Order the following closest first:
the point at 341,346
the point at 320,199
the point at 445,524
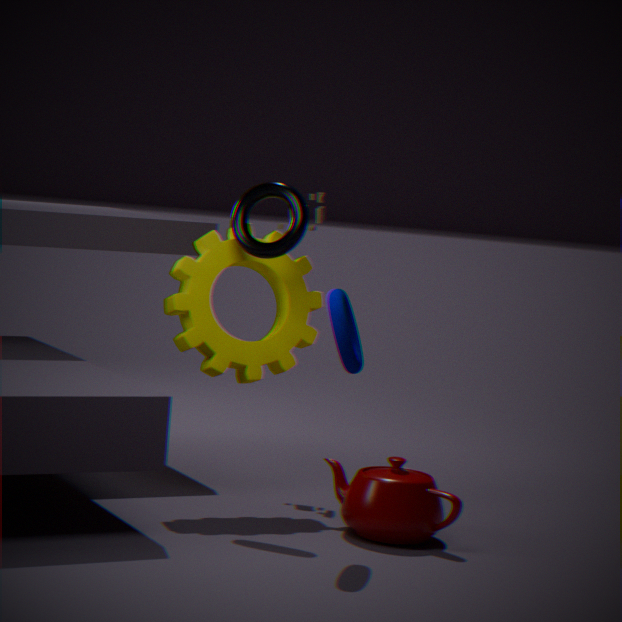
the point at 341,346 → the point at 445,524 → the point at 320,199
